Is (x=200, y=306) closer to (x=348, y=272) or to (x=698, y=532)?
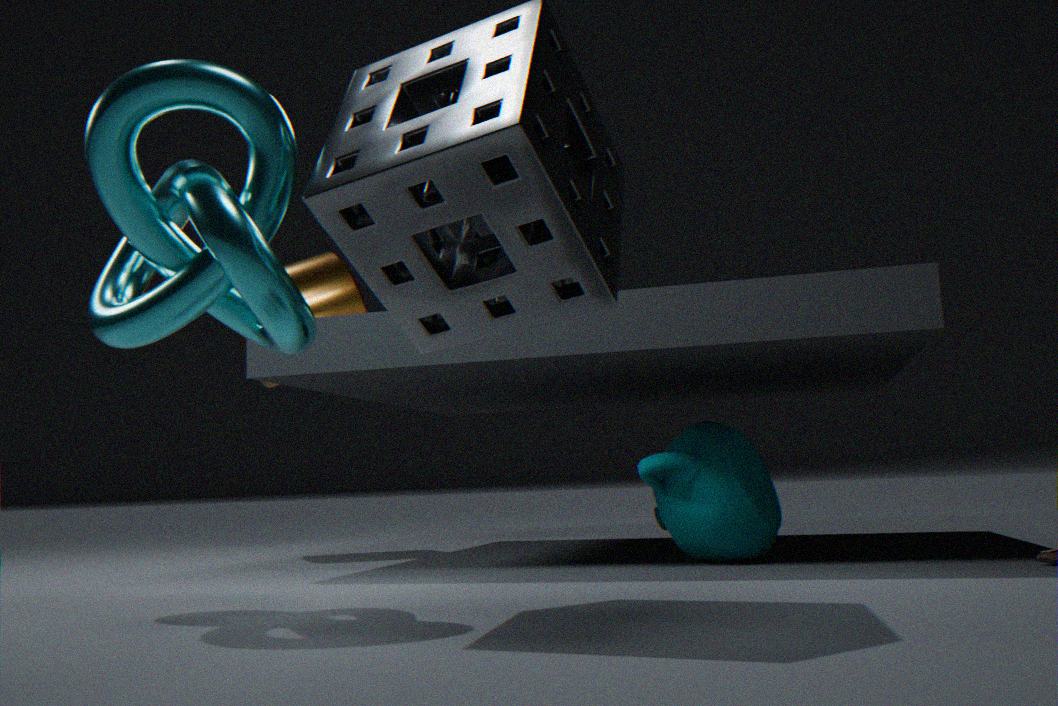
(x=698, y=532)
